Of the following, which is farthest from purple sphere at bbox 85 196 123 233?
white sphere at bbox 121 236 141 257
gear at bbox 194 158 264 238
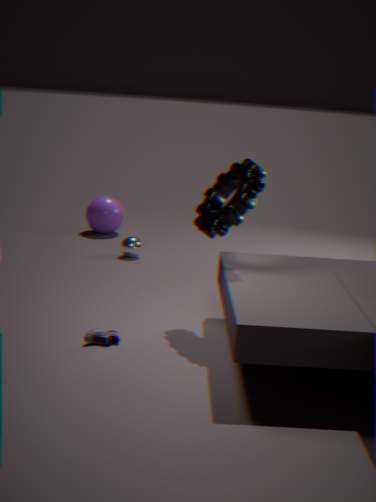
gear at bbox 194 158 264 238
